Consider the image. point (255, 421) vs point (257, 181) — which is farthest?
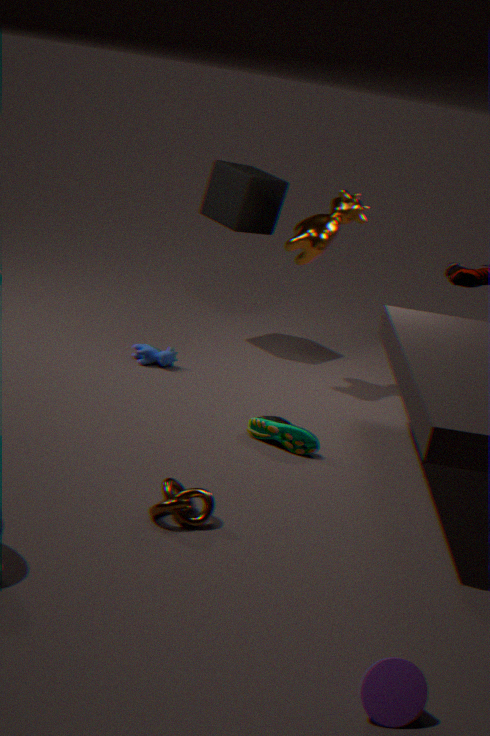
point (257, 181)
